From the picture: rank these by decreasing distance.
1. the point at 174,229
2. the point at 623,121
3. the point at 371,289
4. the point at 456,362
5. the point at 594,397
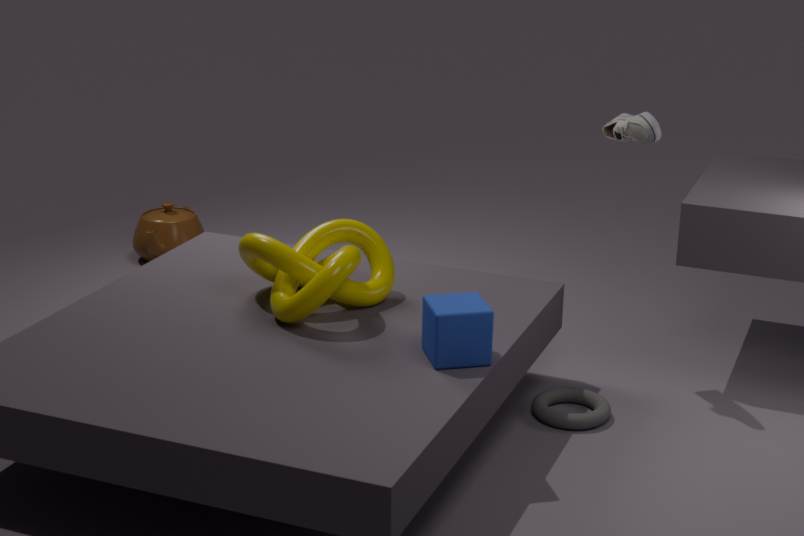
the point at 174,229
the point at 623,121
the point at 594,397
the point at 371,289
the point at 456,362
